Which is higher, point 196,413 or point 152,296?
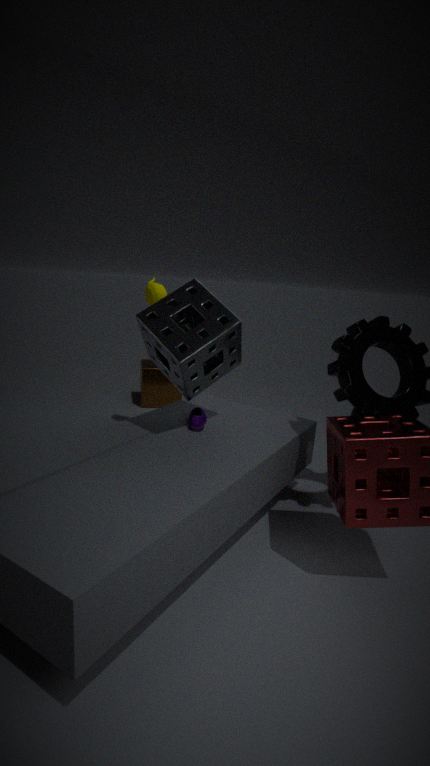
point 152,296
